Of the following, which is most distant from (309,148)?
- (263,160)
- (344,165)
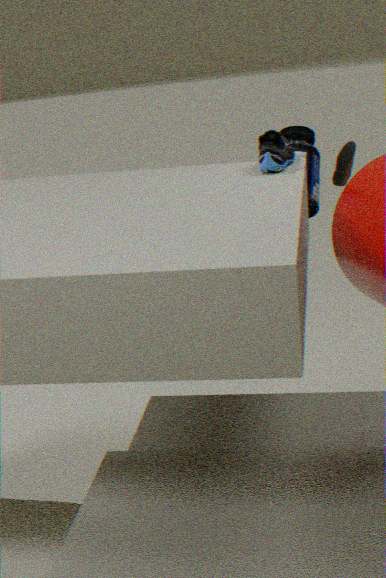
(344,165)
